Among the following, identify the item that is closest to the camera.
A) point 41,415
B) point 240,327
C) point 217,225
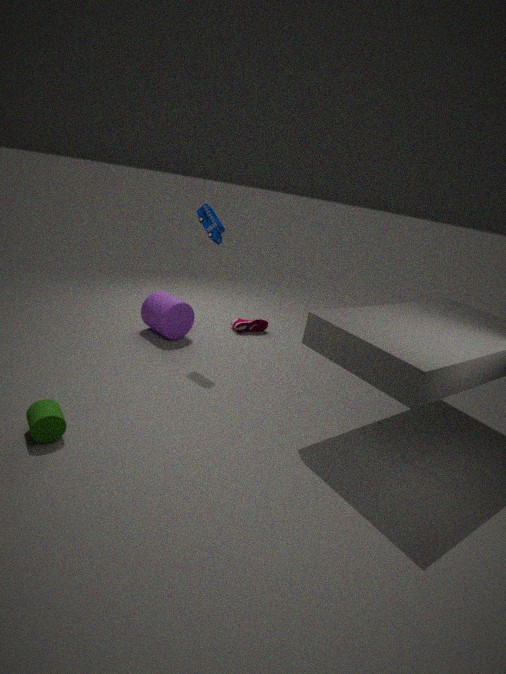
point 41,415
